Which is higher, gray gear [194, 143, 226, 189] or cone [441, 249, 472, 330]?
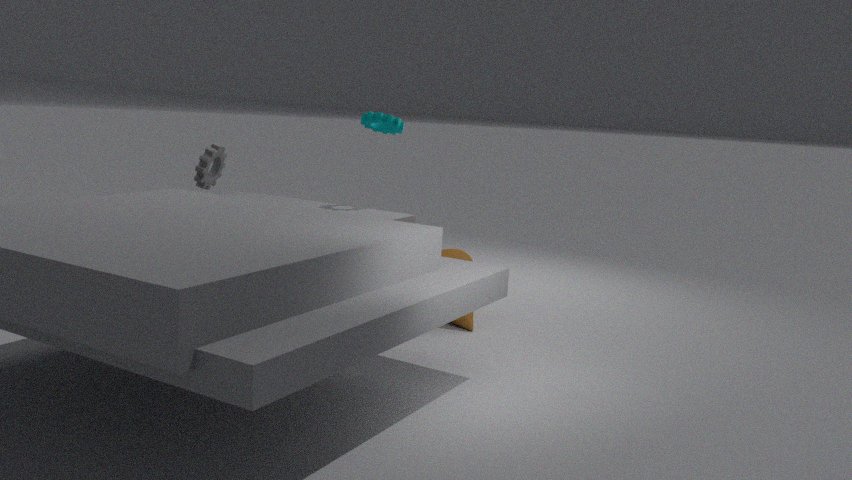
gray gear [194, 143, 226, 189]
